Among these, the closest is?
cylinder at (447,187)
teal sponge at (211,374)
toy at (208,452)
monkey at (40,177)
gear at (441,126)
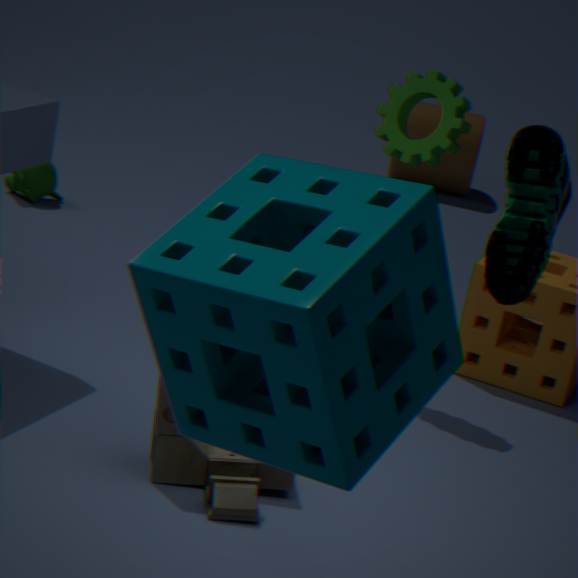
teal sponge at (211,374)
